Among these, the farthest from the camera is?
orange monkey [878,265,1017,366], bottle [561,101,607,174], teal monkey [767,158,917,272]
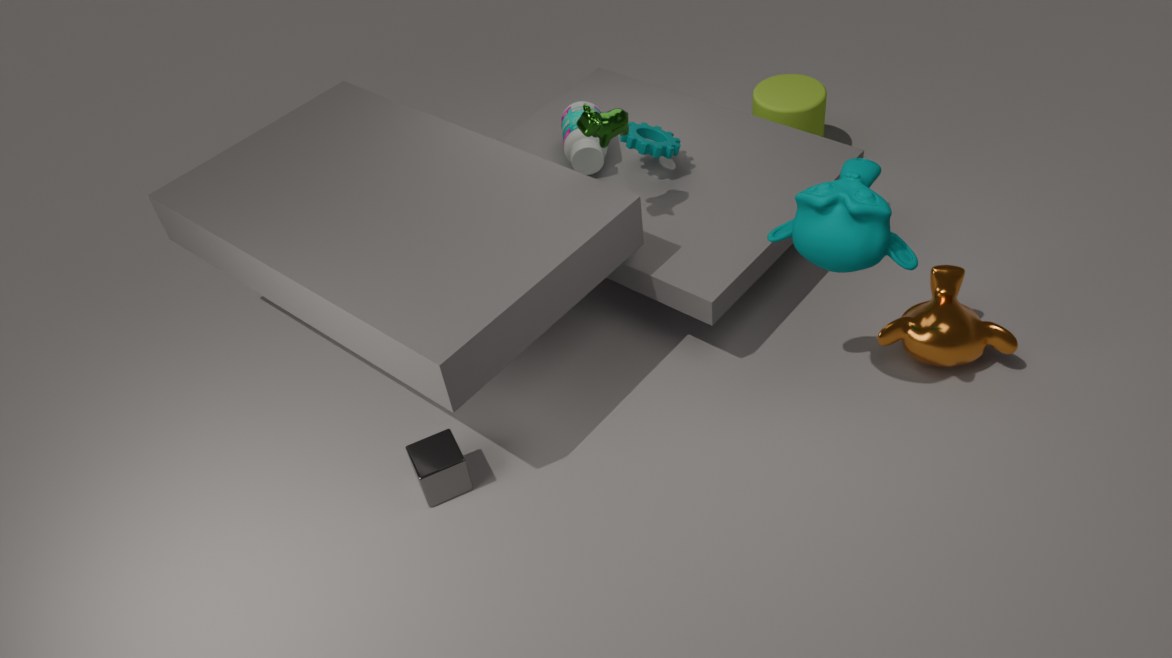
bottle [561,101,607,174]
